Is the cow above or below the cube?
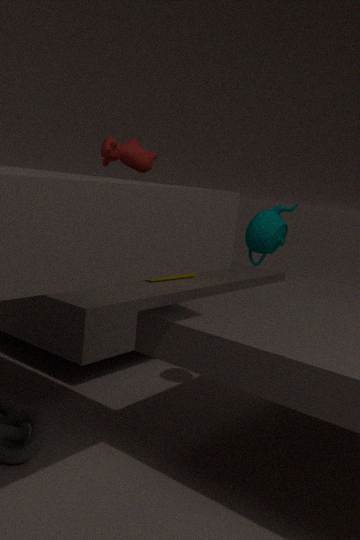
above
